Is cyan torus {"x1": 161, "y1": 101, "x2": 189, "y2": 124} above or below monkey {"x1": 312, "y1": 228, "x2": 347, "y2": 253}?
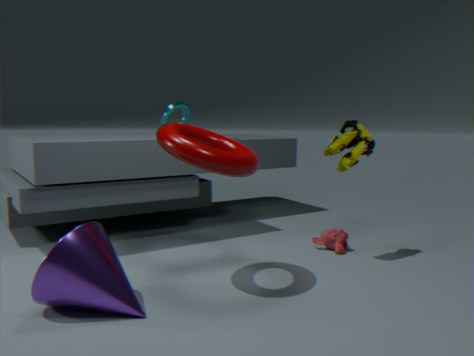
above
